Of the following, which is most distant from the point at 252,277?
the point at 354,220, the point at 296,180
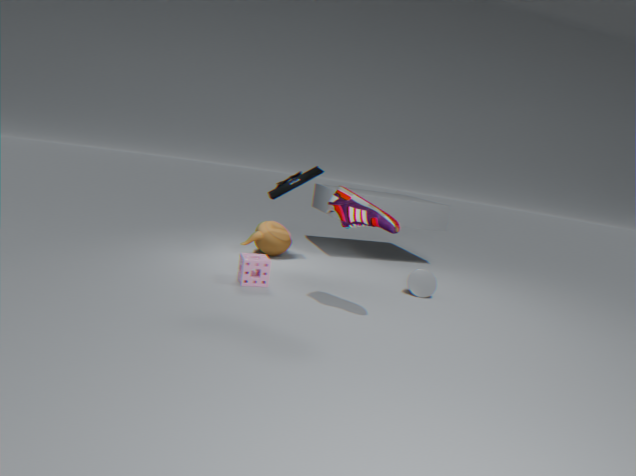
the point at 354,220
